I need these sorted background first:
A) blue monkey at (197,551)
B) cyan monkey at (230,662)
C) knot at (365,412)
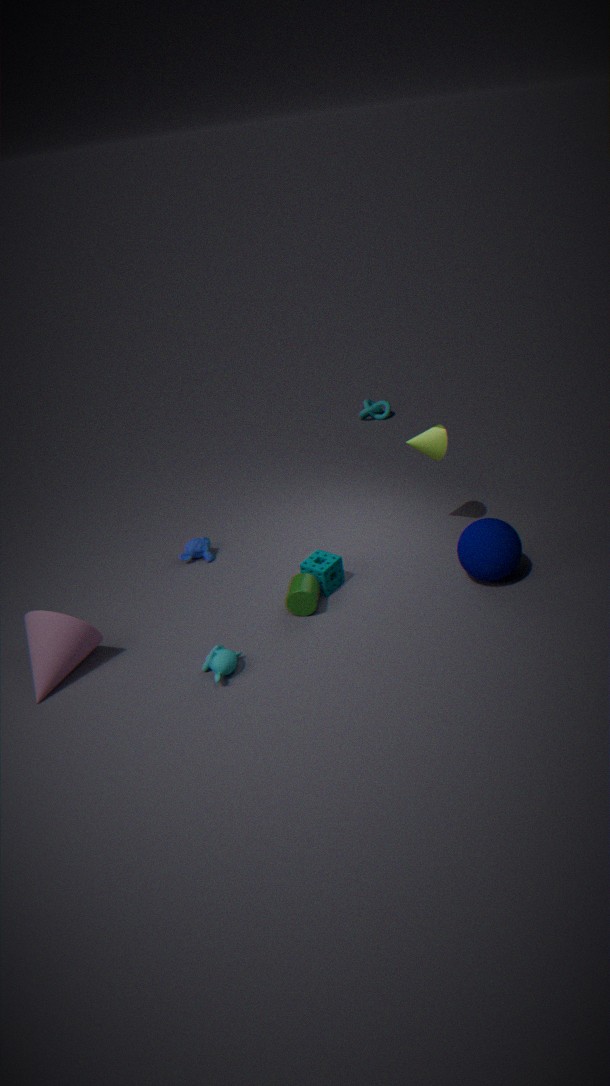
knot at (365,412), blue monkey at (197,551), cyan monkey at (230,662)
